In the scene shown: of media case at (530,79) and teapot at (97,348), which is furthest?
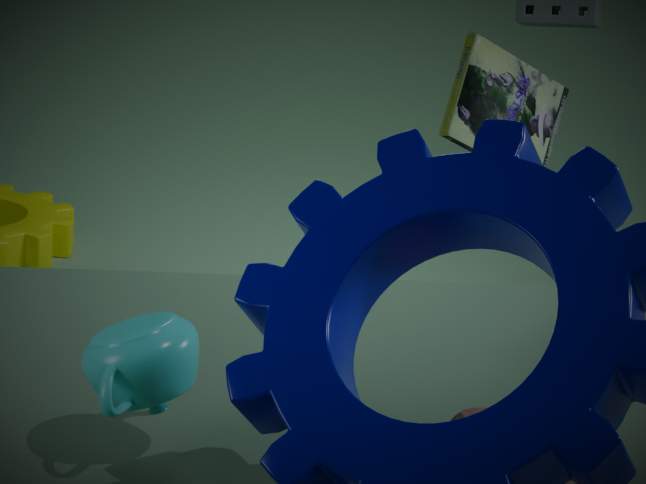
media case at (530,79)
